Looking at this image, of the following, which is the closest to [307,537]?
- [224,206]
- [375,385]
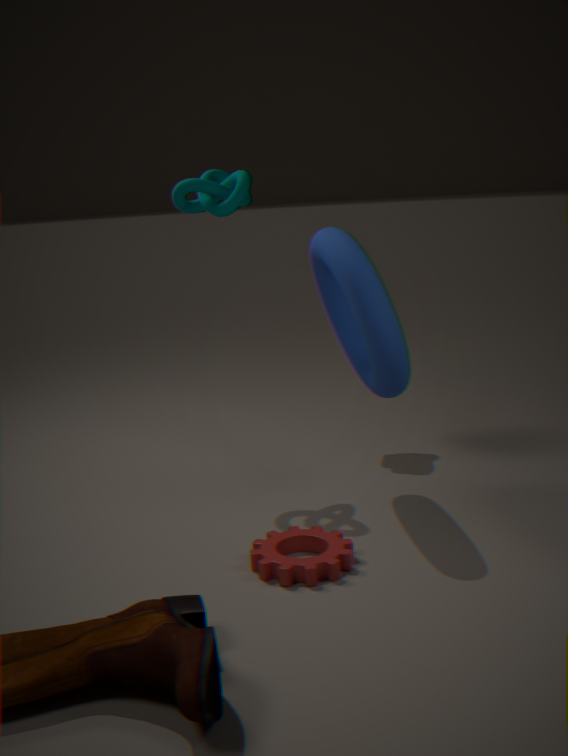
[375,385]
